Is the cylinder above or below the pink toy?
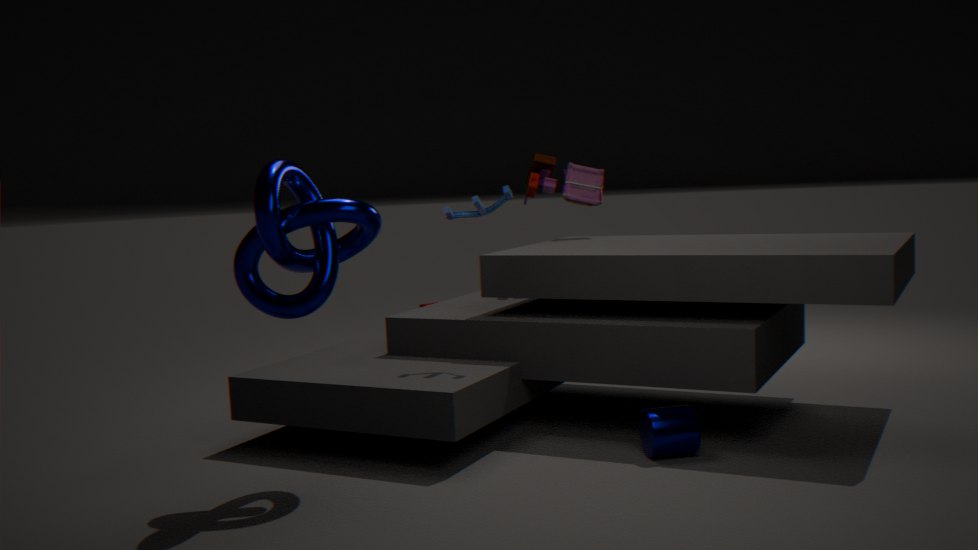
below
